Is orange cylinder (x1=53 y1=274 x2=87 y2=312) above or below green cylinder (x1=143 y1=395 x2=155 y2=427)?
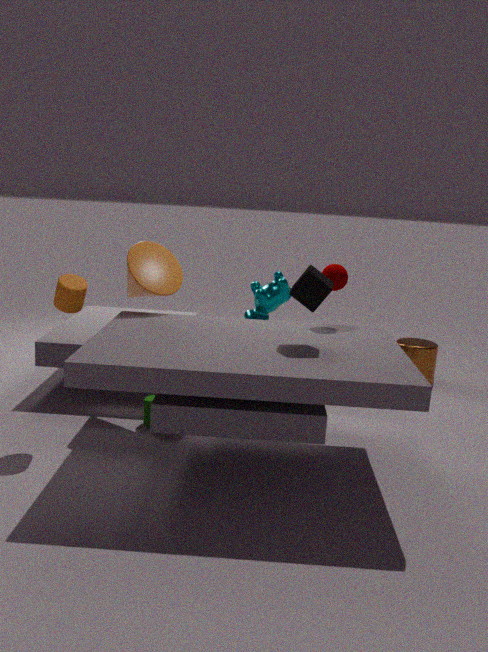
above
